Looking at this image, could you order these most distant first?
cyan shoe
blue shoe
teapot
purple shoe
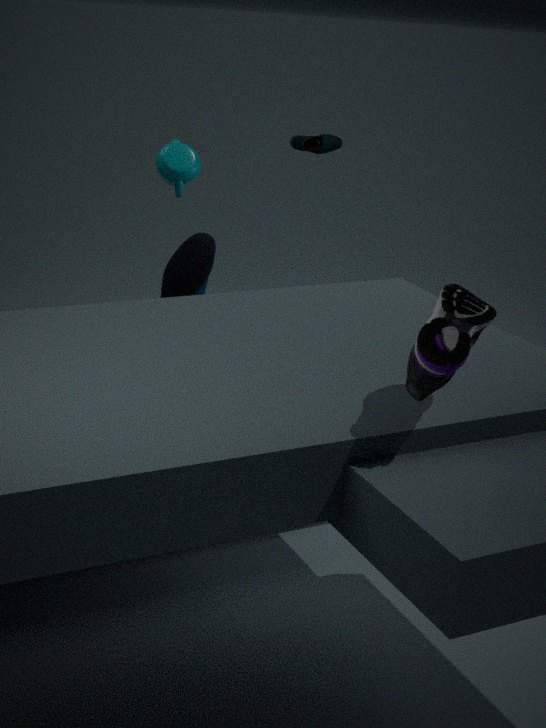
cyan shoe
blue shoe
teapot
purple shoe
